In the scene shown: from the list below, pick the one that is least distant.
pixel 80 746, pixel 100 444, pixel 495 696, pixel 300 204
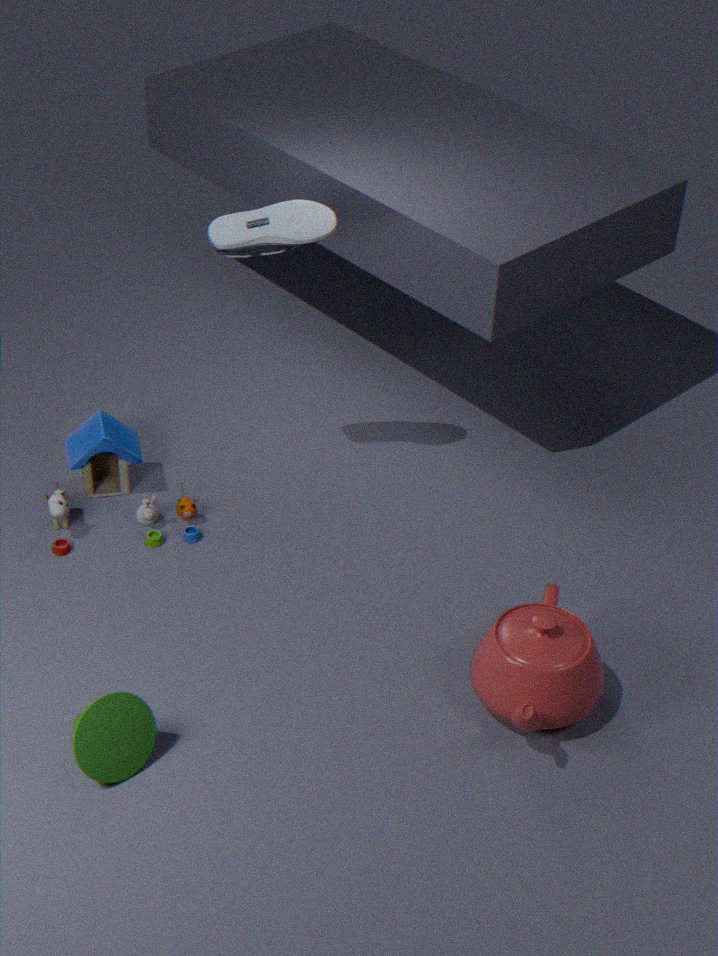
pixel 80 746
